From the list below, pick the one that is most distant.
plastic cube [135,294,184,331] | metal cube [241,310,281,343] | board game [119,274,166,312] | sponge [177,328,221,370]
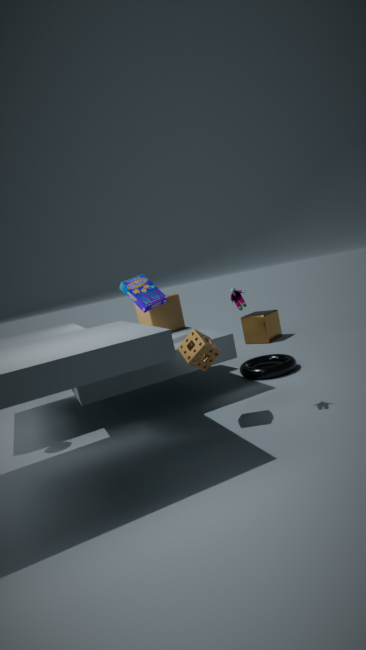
metal cube [241,310,281,343]
